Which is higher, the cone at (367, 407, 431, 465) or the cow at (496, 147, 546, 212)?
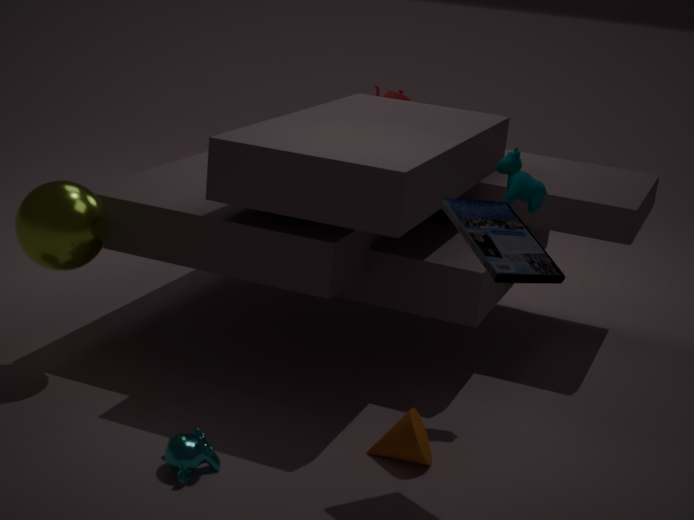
the cow at (496, 147, 546, 212)
